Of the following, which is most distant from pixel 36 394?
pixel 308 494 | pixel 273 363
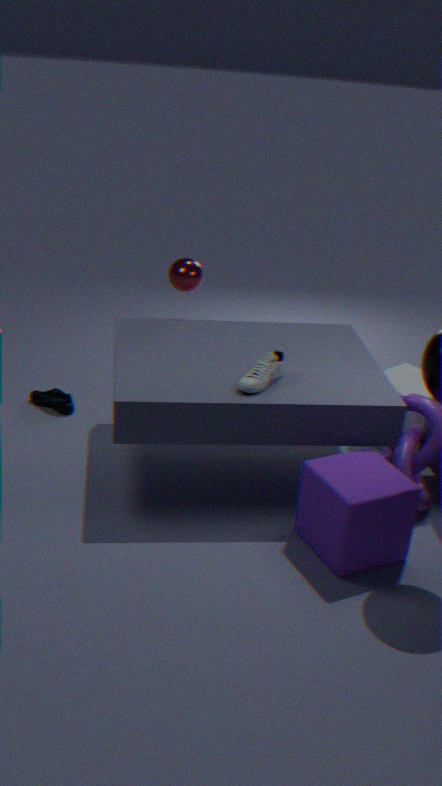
pixel 308 494
